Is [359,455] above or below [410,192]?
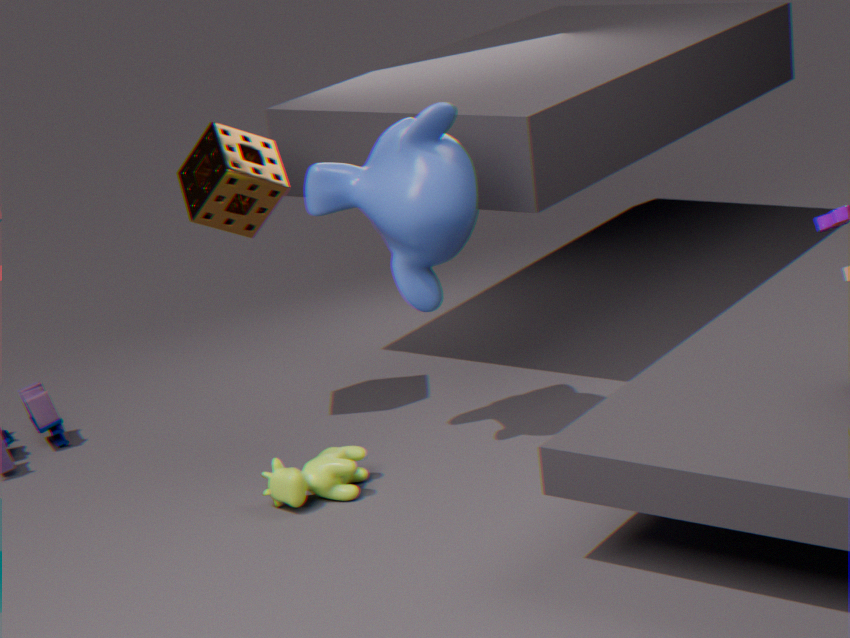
below
